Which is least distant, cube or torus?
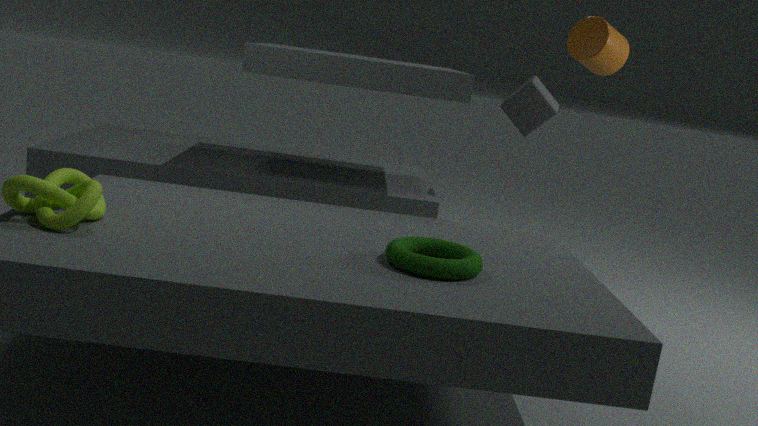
torus
